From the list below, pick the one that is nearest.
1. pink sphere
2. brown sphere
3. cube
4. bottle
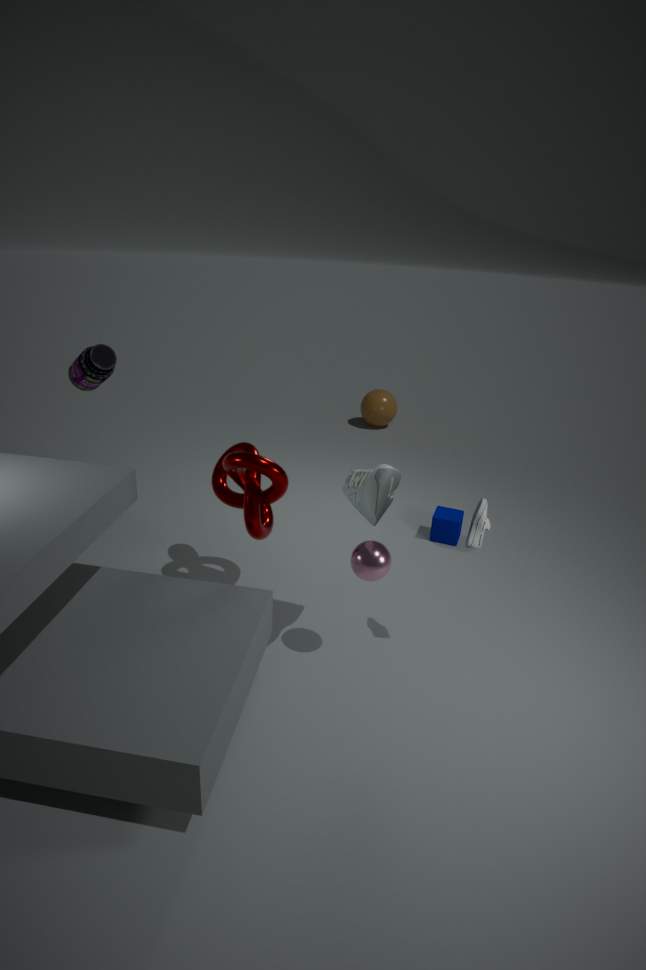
pink sphere
